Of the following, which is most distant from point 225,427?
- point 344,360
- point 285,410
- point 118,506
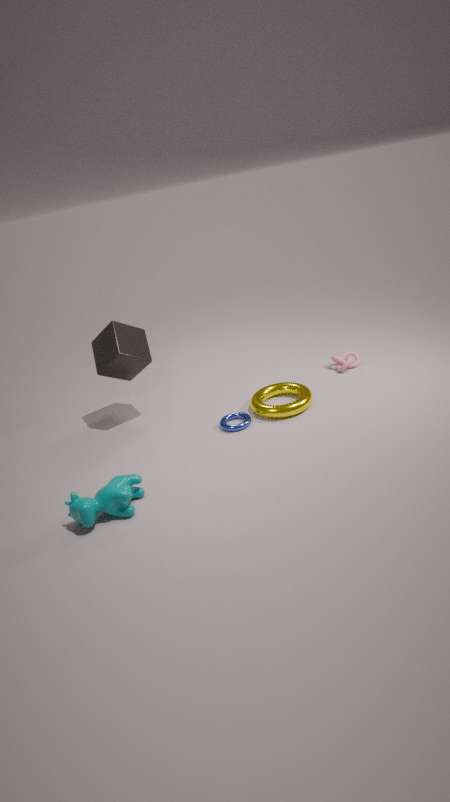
point 344,360
